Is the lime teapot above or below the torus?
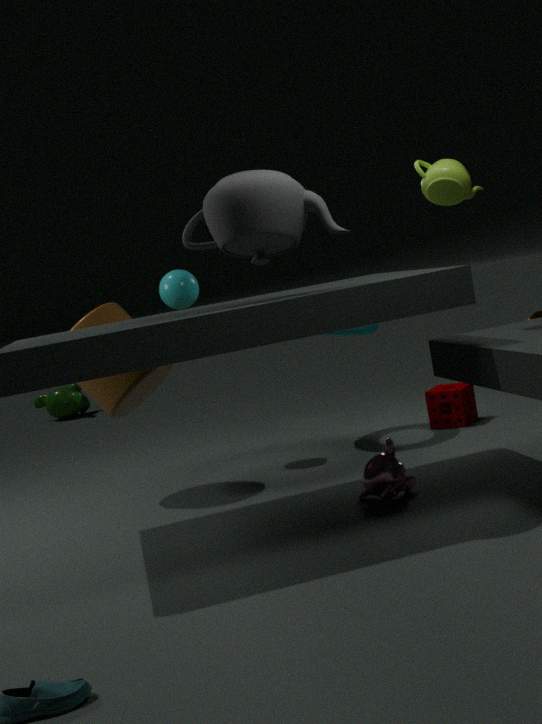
above
